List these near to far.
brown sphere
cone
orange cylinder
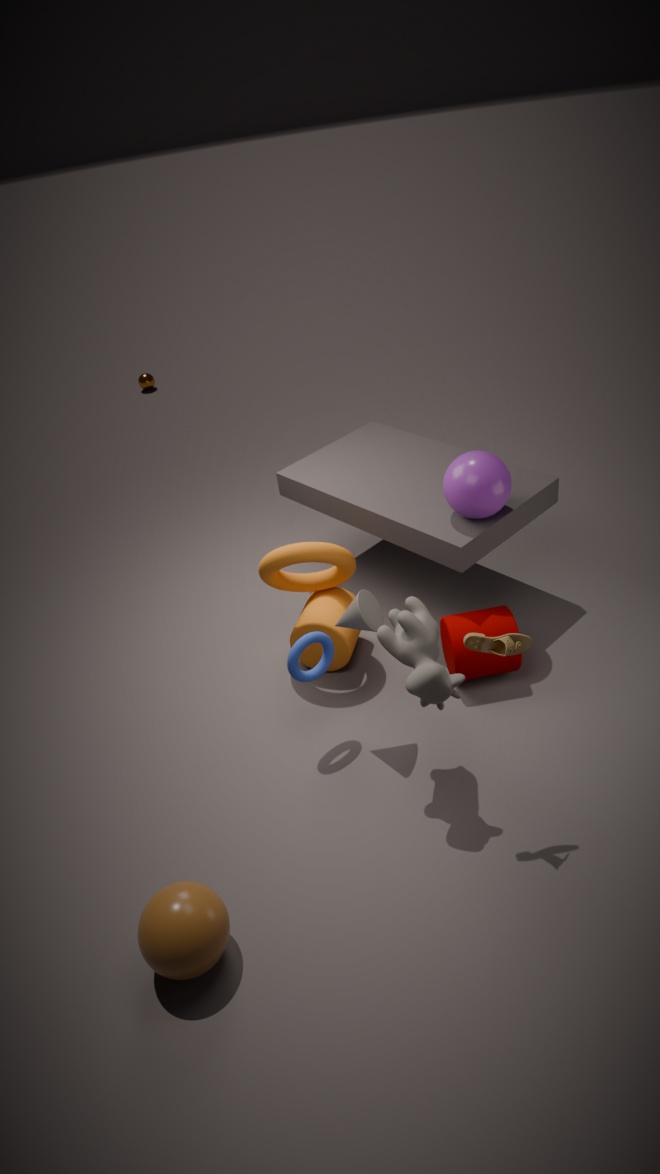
brown sphere
cone
orange cylinder
